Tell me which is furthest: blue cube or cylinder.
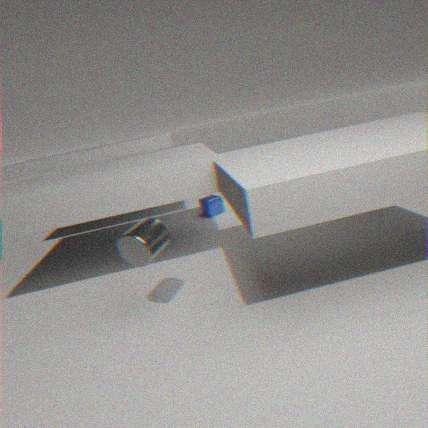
blue cube
